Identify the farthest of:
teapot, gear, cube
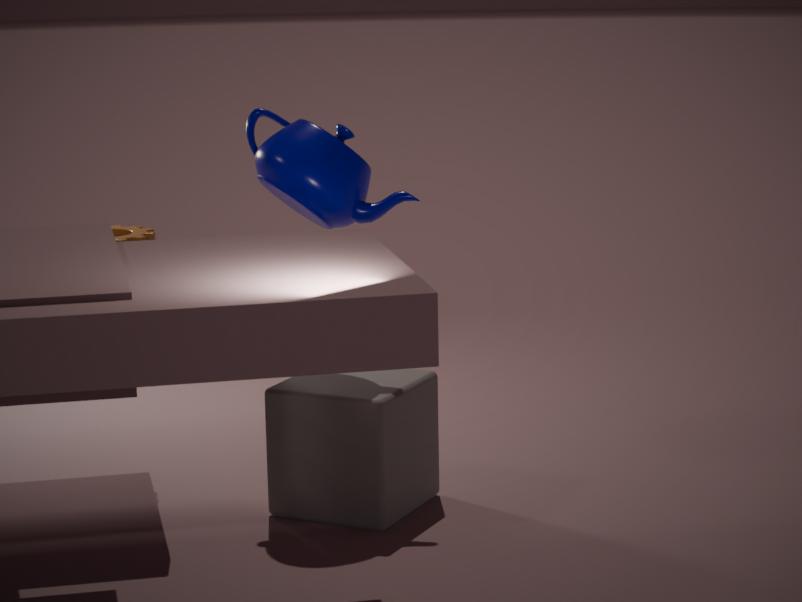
gear
